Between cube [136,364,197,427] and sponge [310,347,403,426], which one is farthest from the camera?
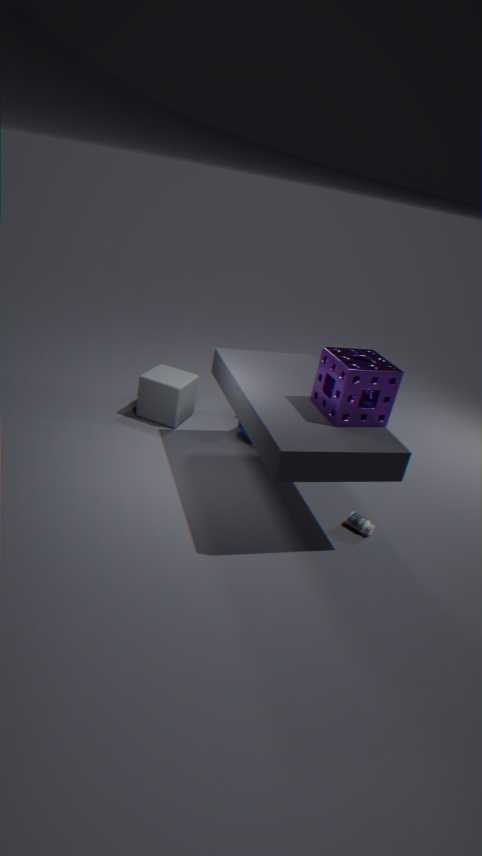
cube [136,364,197,427]
